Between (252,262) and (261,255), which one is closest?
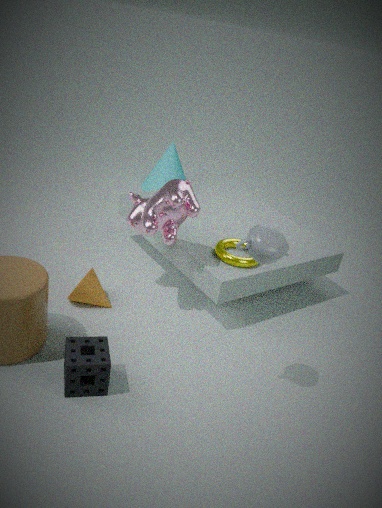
(261,255)
